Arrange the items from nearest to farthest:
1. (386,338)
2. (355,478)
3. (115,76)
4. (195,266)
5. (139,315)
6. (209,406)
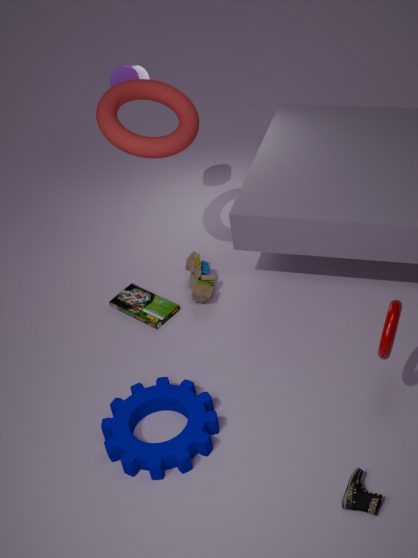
(386,338)
(355,478)
(209,406)
(139,315)
(115,76)
(195,266)
